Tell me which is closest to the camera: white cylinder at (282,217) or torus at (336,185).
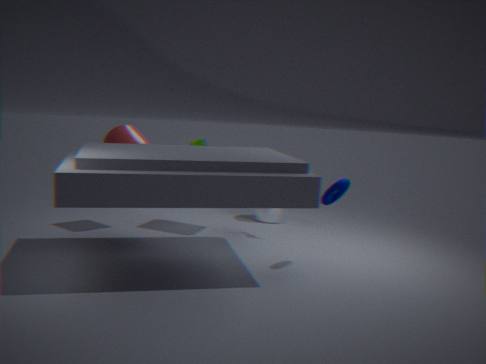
torus at (336,185)
